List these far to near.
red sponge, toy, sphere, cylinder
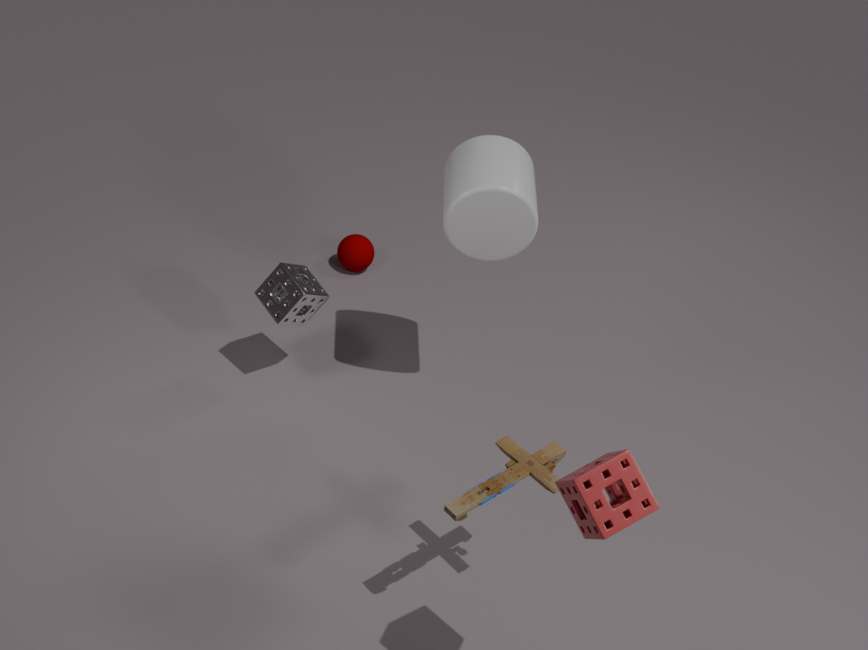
1. sphere
2. cylinder
3. toy
4. red sponge
